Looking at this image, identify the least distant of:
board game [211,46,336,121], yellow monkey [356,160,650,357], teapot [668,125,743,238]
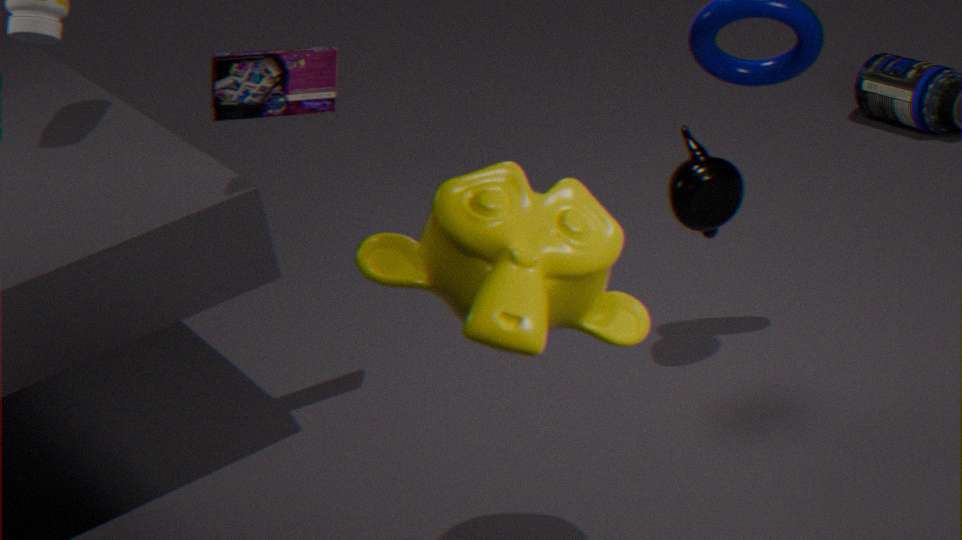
yellow monkey [356,160,650,357]
